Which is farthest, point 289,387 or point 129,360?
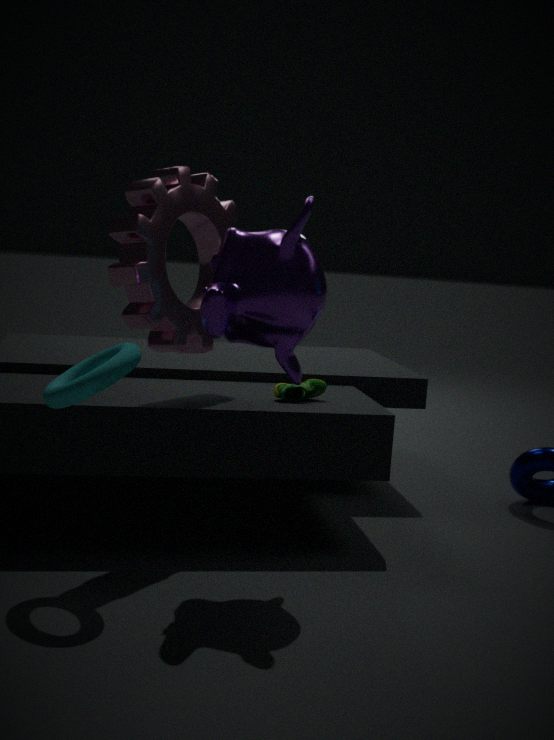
point 289,387
